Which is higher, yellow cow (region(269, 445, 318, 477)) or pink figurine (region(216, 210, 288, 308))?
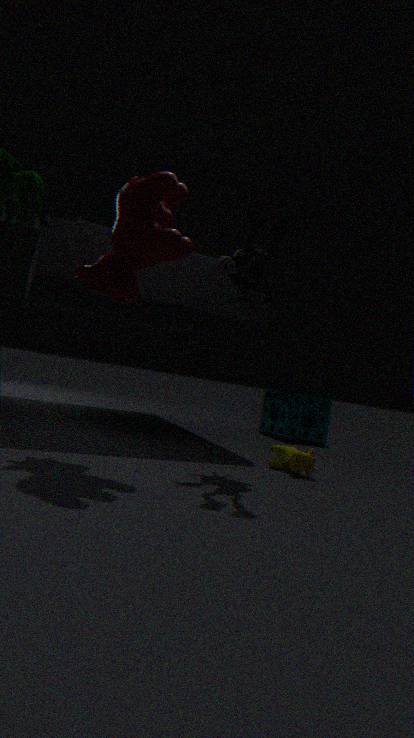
pink figurine (region(216, 210, 288, 308))
